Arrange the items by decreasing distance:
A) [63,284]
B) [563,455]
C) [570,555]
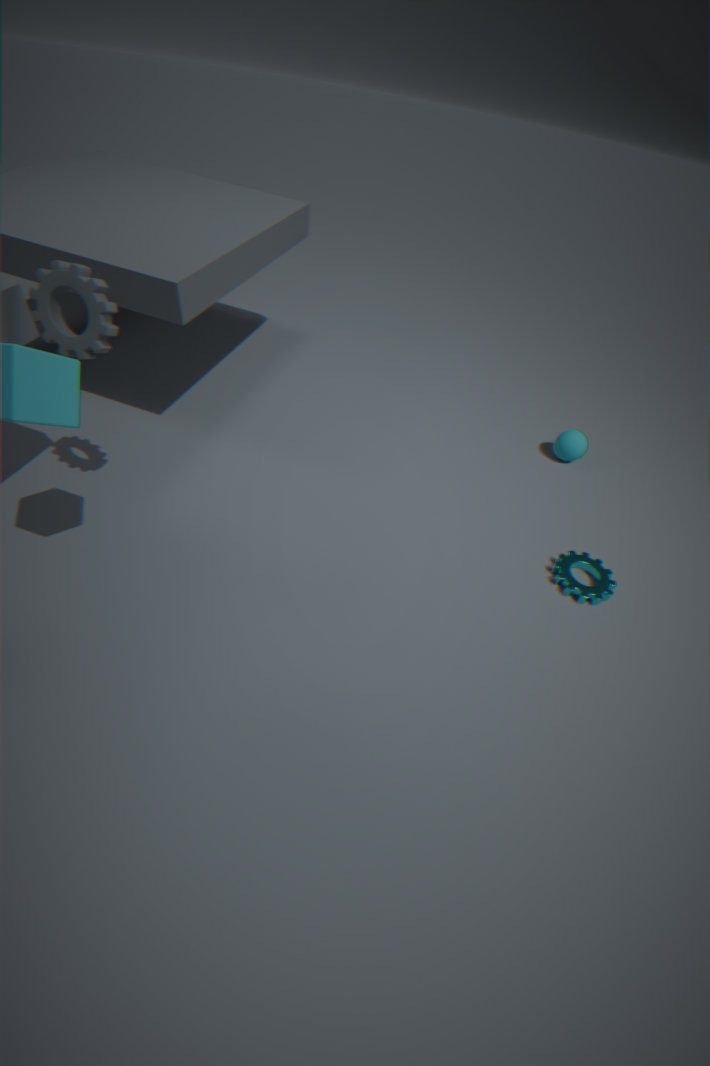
[563,455] → [570,555] → [63,284]
